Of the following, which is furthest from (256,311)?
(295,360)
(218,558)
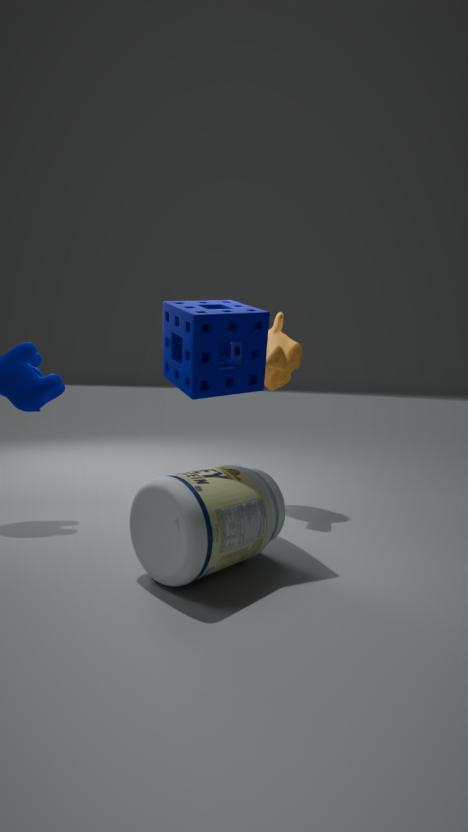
(218,558)
